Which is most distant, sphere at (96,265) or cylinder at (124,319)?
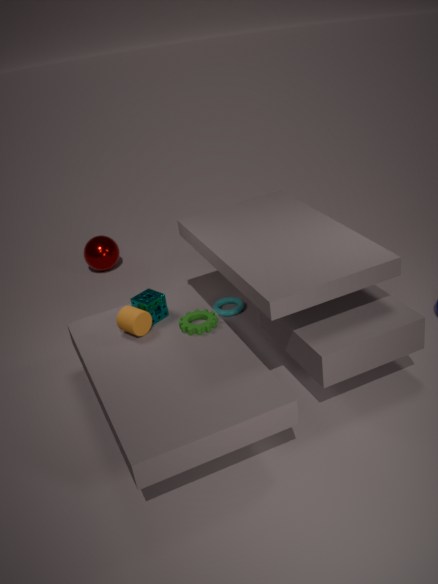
sphere at (96,265)
